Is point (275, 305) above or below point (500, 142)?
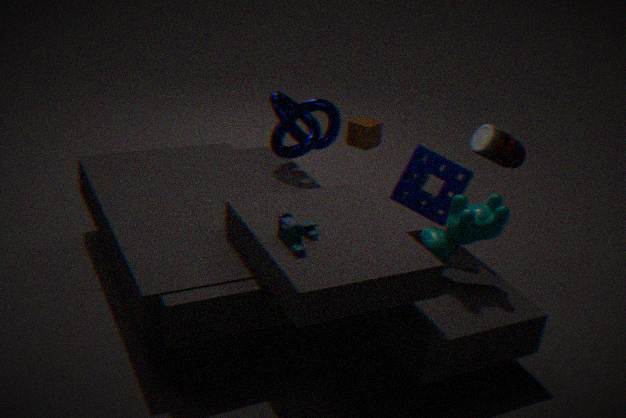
below
